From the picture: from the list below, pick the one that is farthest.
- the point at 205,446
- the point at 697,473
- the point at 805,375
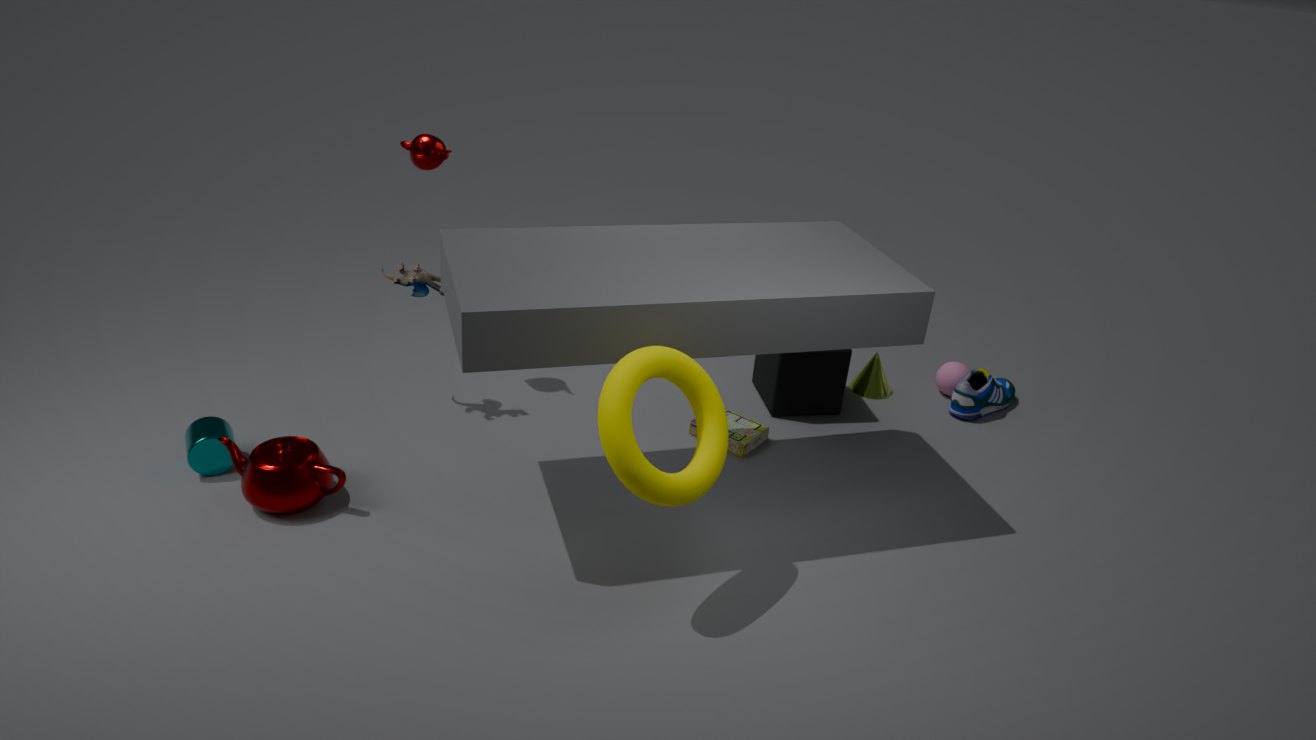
the point at 805,375
